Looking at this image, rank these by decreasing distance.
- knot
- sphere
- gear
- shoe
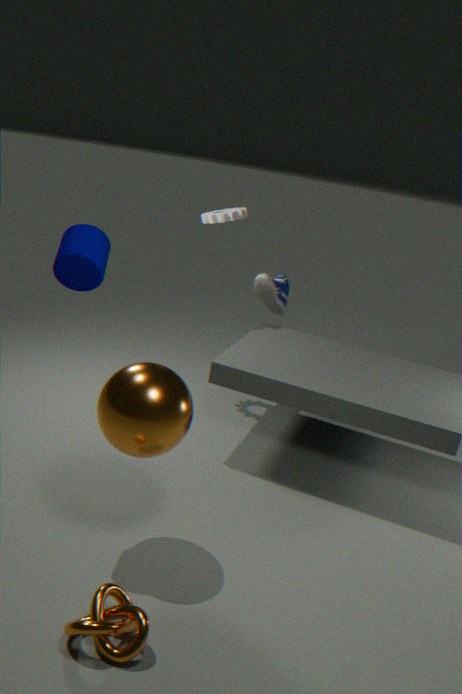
shoe, gear, sphere, knot
